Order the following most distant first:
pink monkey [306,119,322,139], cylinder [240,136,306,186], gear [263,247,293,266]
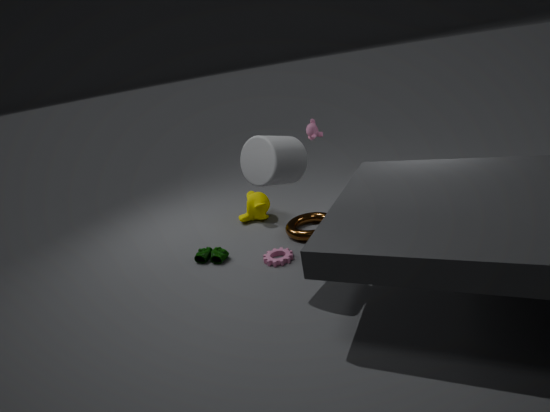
pink monkey [306,119,322,139] < gear [263,247,293,266] < cylinder [240,136,306,186]
